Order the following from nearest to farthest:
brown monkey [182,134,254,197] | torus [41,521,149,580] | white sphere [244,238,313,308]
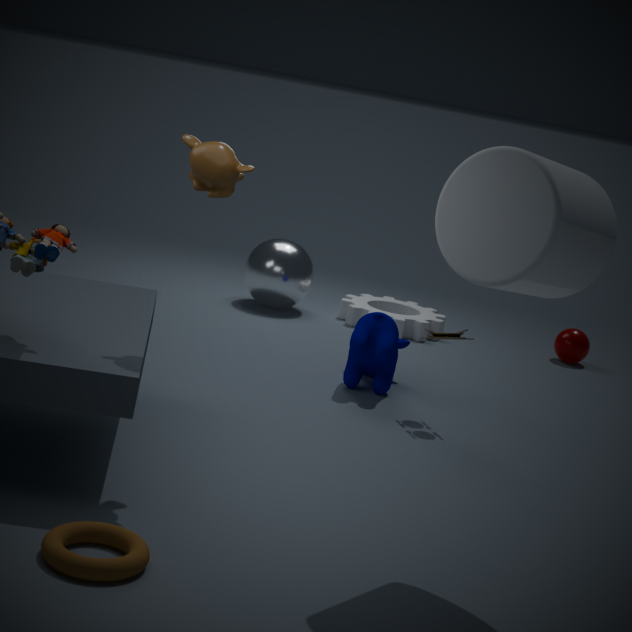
torus [41,521,149,580] < brown monkey [182,134,254,197] < white sphere [244,238,313,308]
